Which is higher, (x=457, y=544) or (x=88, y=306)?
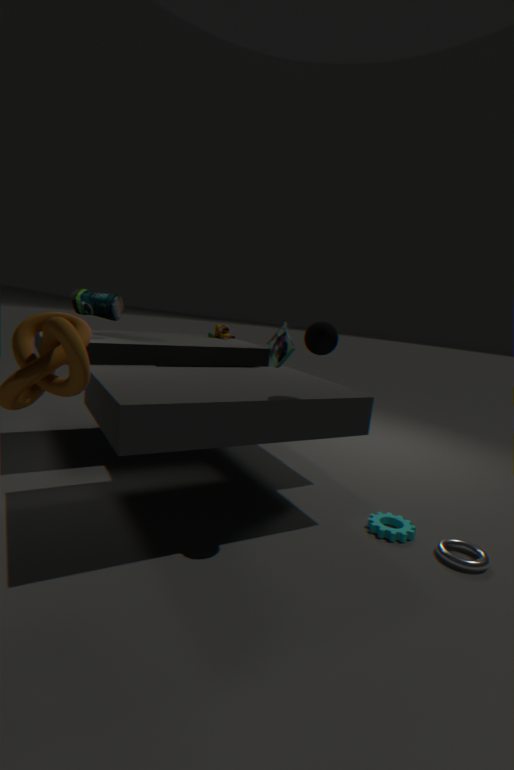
(x=88, y=306)
